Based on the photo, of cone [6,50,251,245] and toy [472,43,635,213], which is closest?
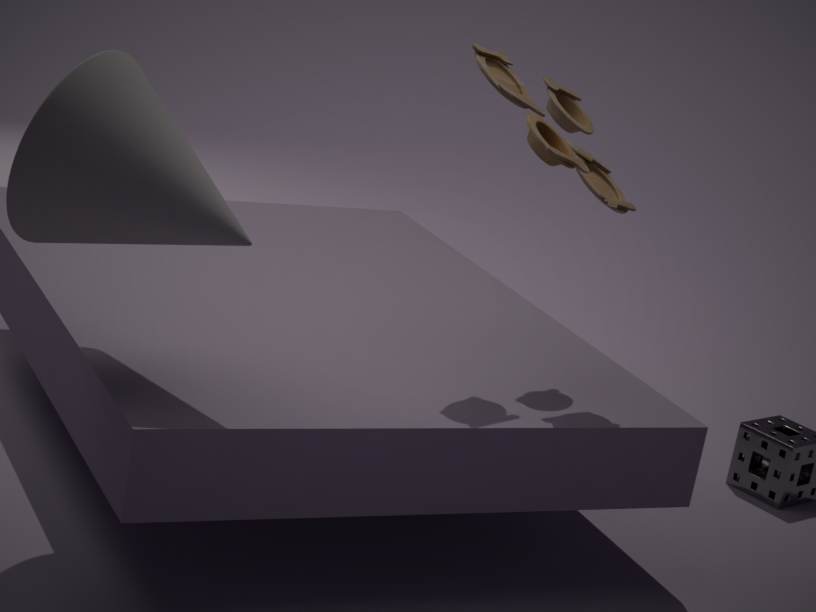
cone [6,50,251,245]
